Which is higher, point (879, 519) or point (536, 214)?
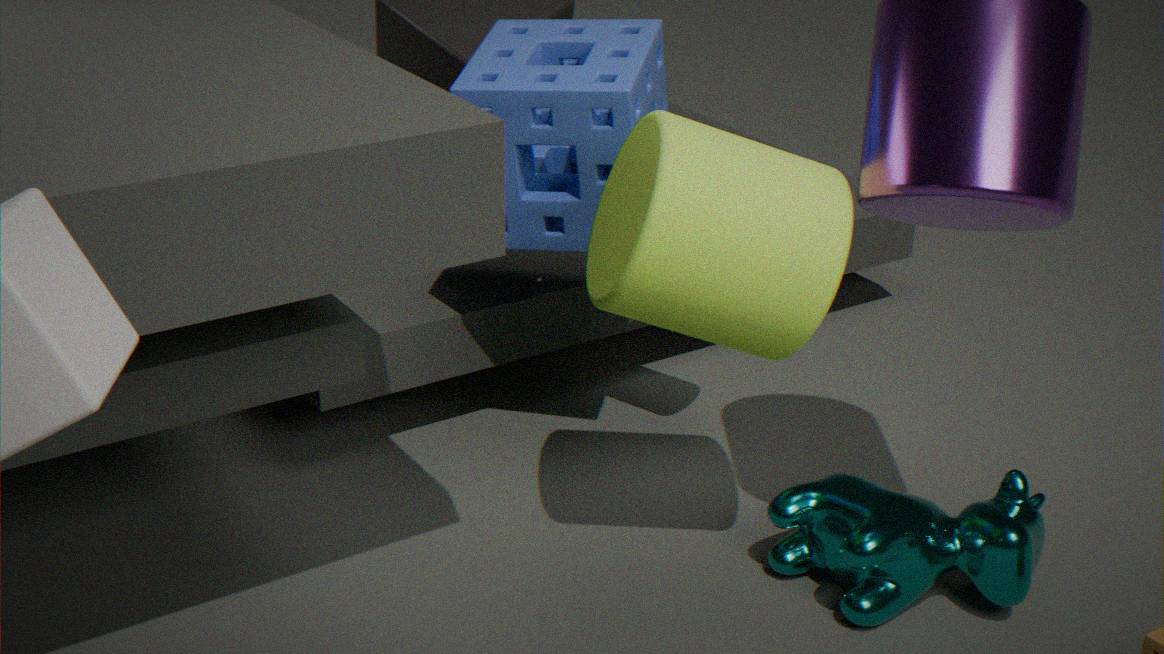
point (536, 214)
